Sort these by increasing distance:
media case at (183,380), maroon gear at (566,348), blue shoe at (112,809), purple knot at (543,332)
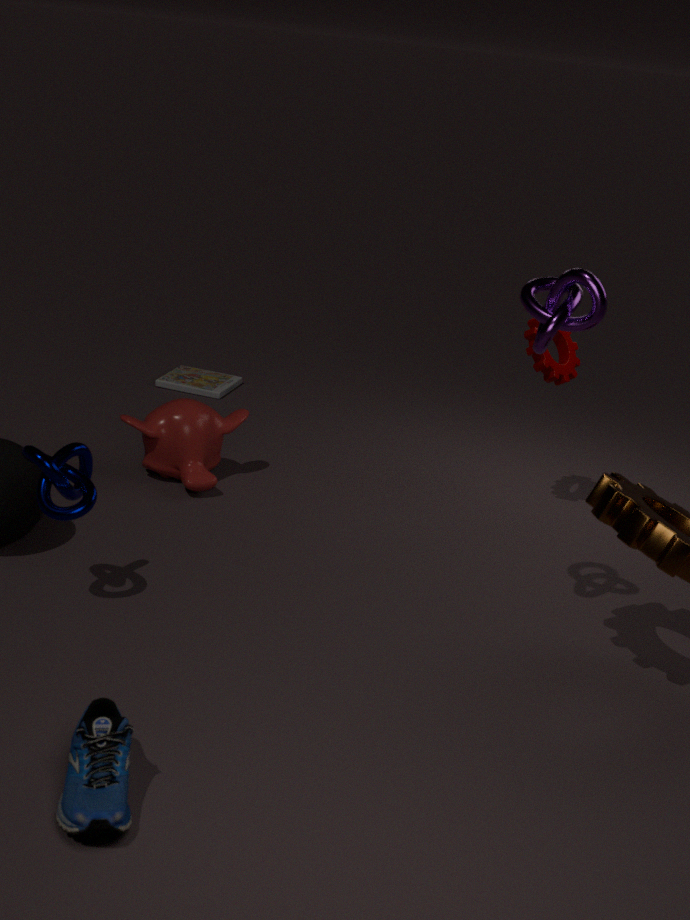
blue shoe at (112,809) < purple knot at (543,332) < maroon gear at (566,348) < media case at (183,380)
